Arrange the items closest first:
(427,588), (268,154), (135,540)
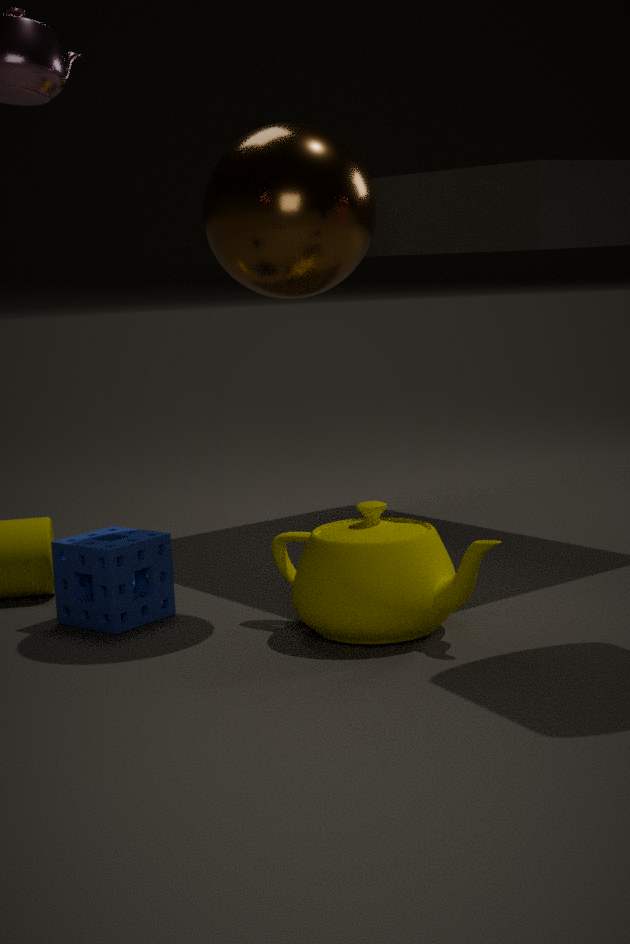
1. (427,588)
2. (268,154)
3. (135,540)
